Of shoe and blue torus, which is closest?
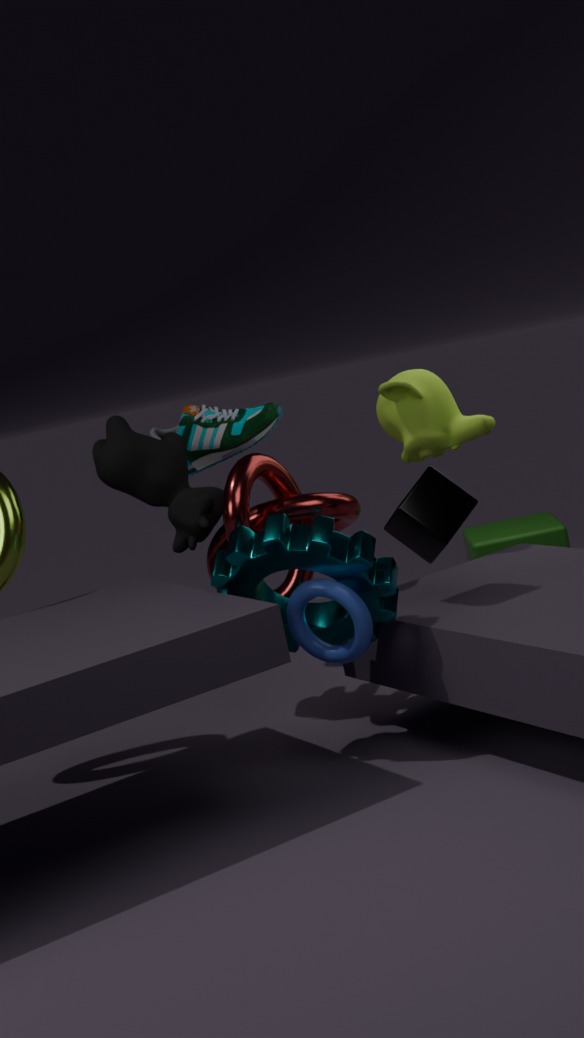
blue torus
